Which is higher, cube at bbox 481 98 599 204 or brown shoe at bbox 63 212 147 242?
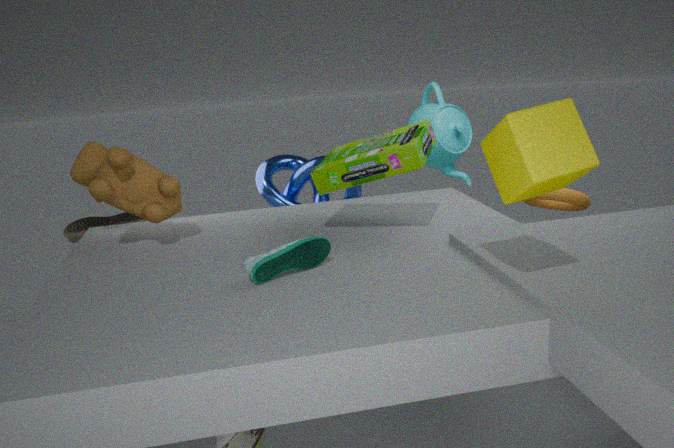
cube at bbox 481 98 599 204
